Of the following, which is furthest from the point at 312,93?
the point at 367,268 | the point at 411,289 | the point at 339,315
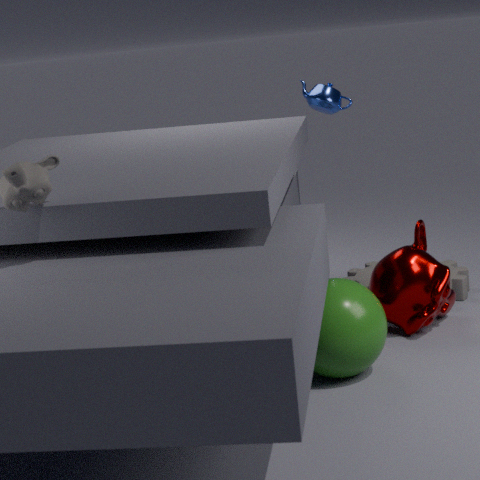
the point at 339,315
